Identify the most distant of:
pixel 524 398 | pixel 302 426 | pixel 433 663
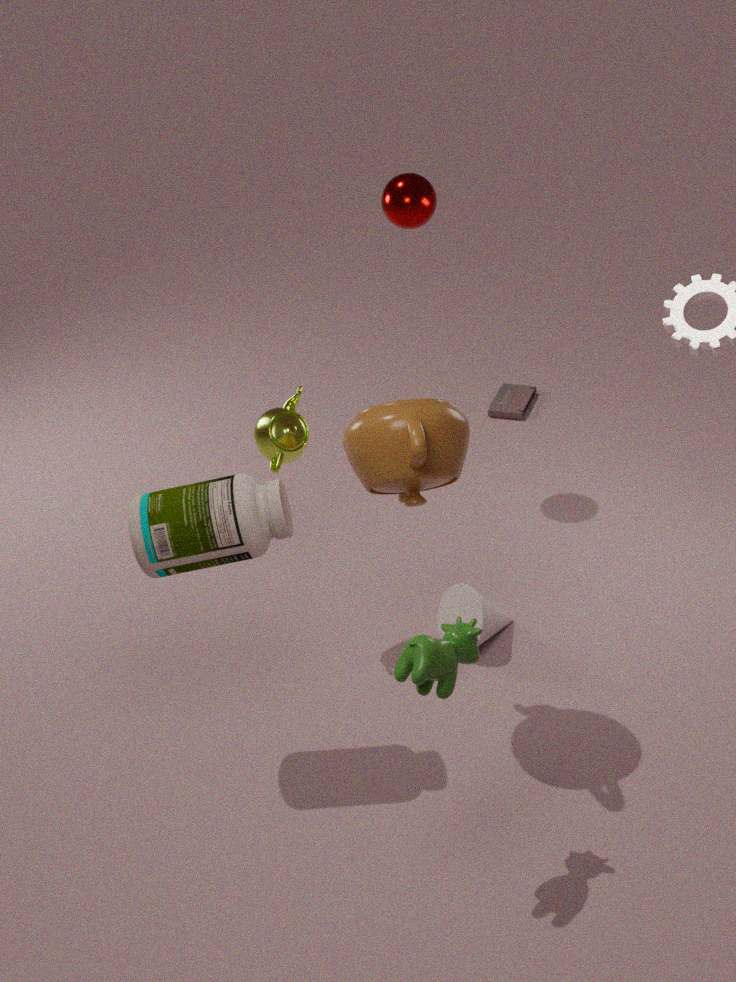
pixel 524 398
